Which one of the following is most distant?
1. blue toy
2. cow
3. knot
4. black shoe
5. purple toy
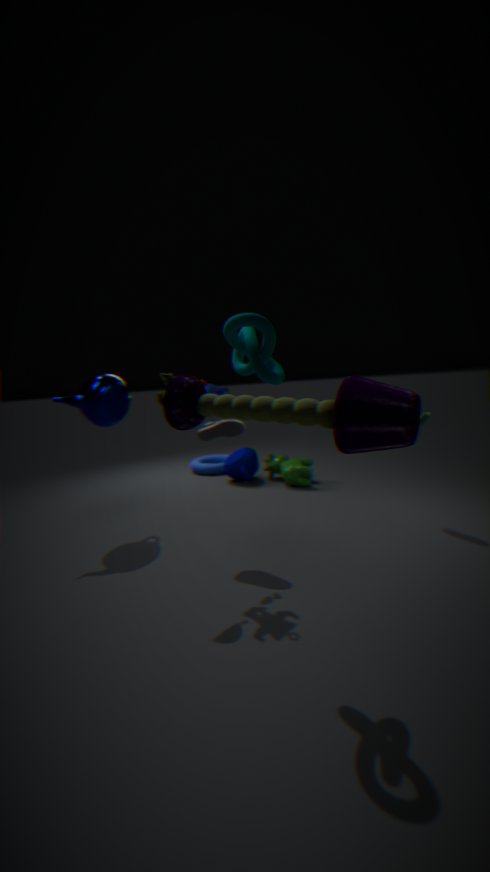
cow
